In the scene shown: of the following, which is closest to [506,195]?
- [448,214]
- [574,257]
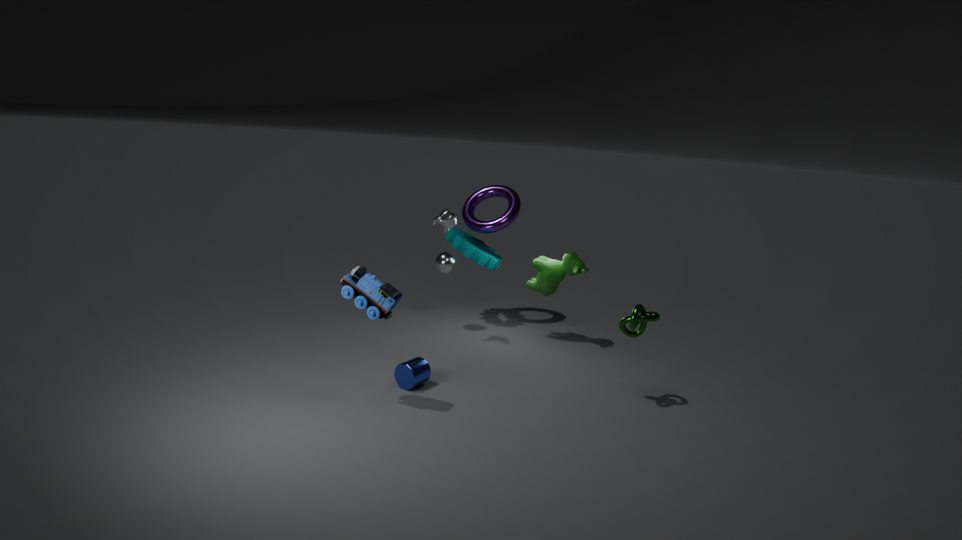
[448,214]
